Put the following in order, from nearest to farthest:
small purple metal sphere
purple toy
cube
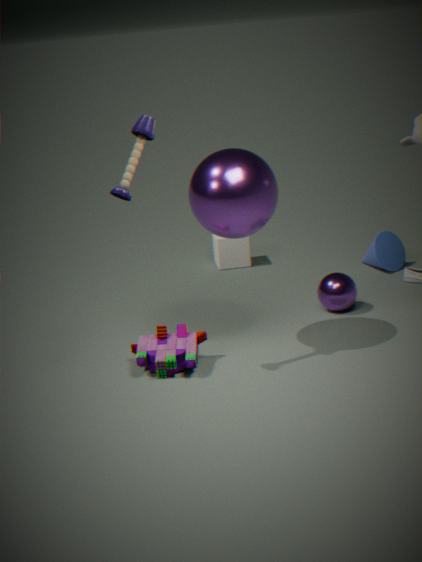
purple toy
small purple metal sphere
cube
